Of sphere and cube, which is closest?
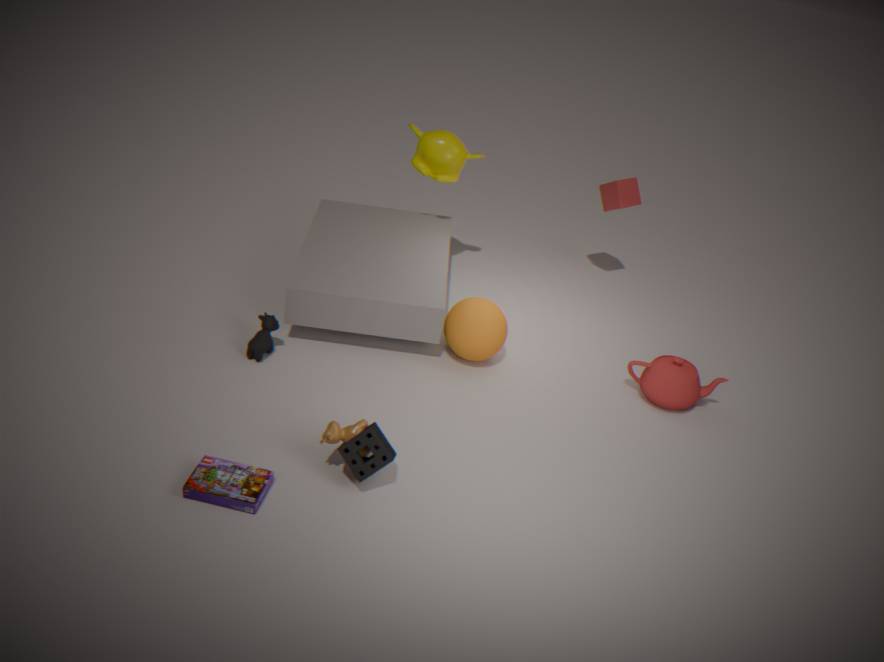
sphere
